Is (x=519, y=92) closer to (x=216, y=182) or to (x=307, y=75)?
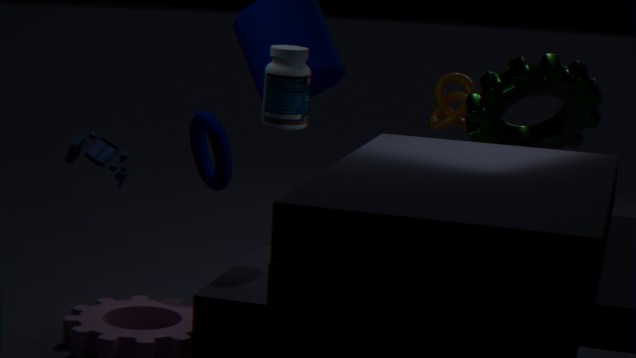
(x=307, y=75)
